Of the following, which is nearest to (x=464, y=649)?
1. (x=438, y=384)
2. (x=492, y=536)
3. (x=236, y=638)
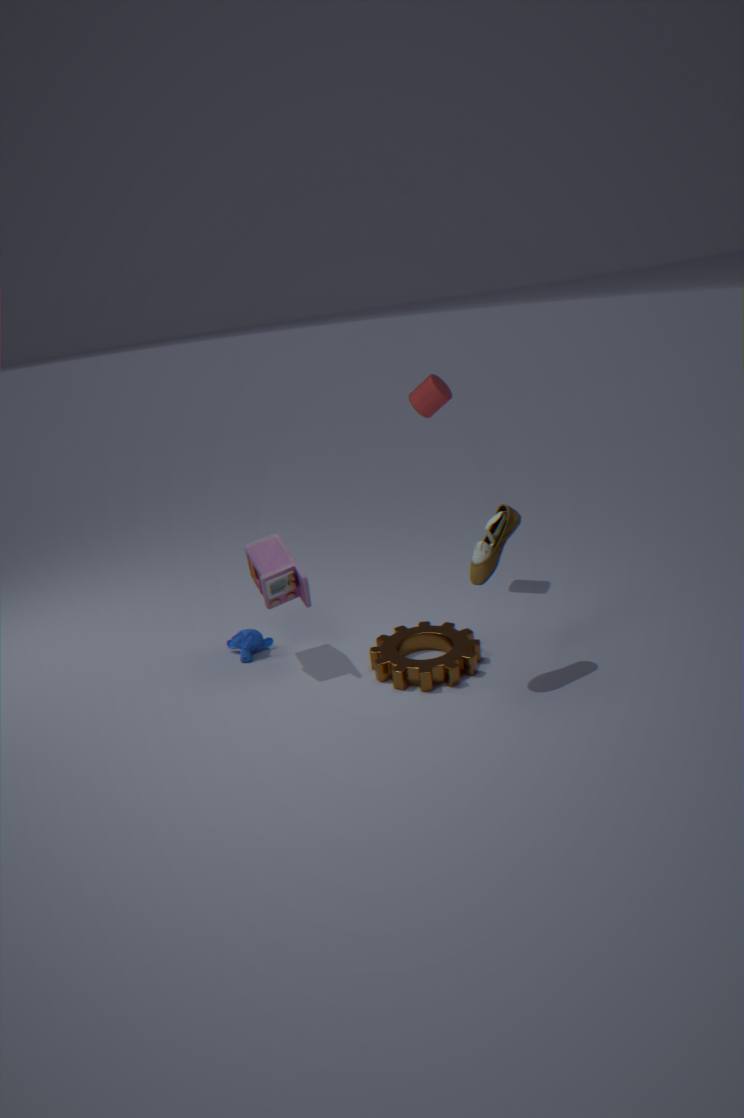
(x=492, y=536)
